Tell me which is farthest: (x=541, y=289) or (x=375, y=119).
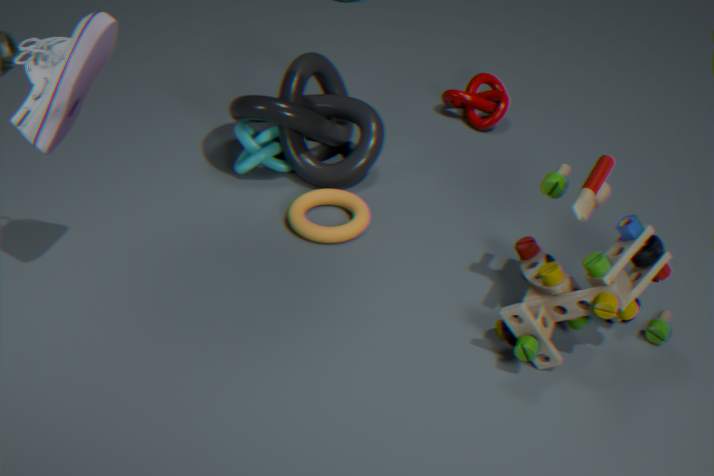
(x=375, y=119)
